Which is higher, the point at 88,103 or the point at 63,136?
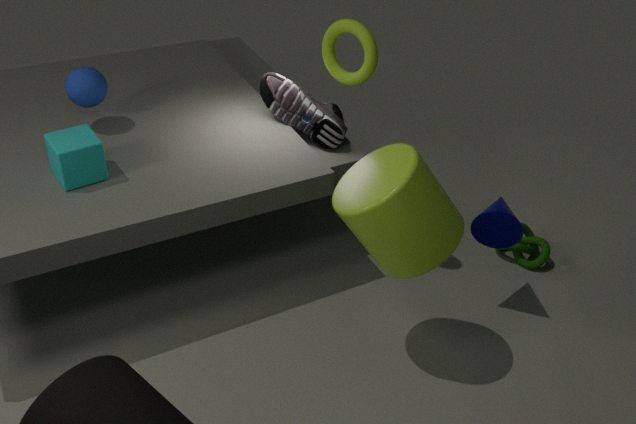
the point at 88,103
